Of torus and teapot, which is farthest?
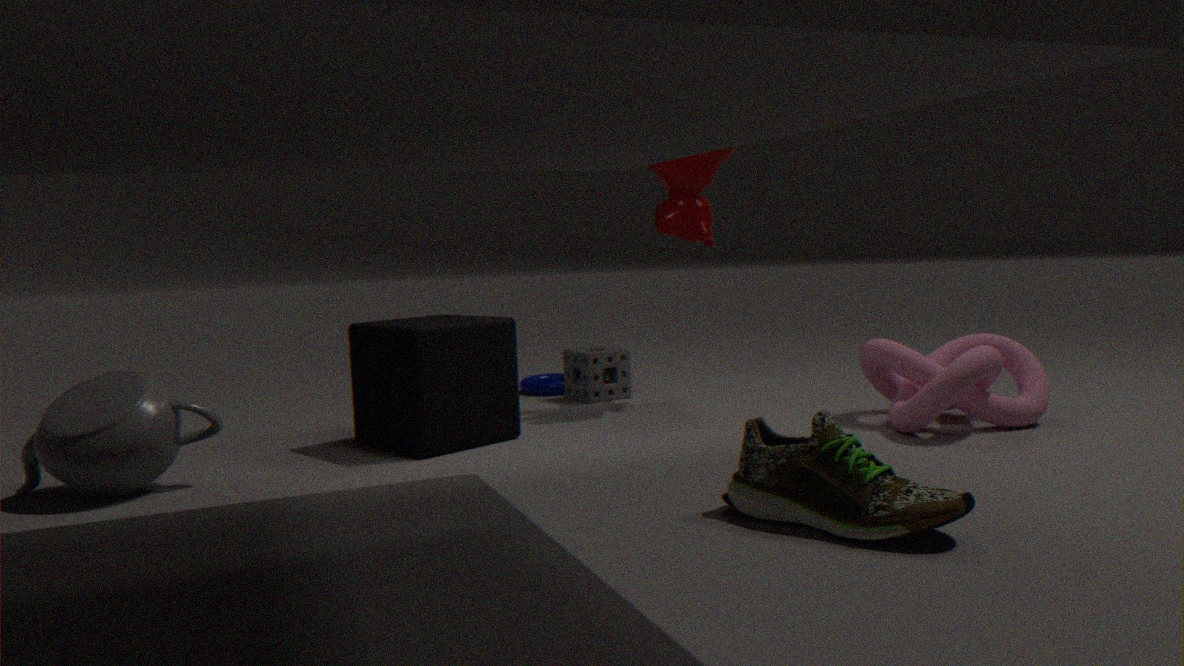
torus
